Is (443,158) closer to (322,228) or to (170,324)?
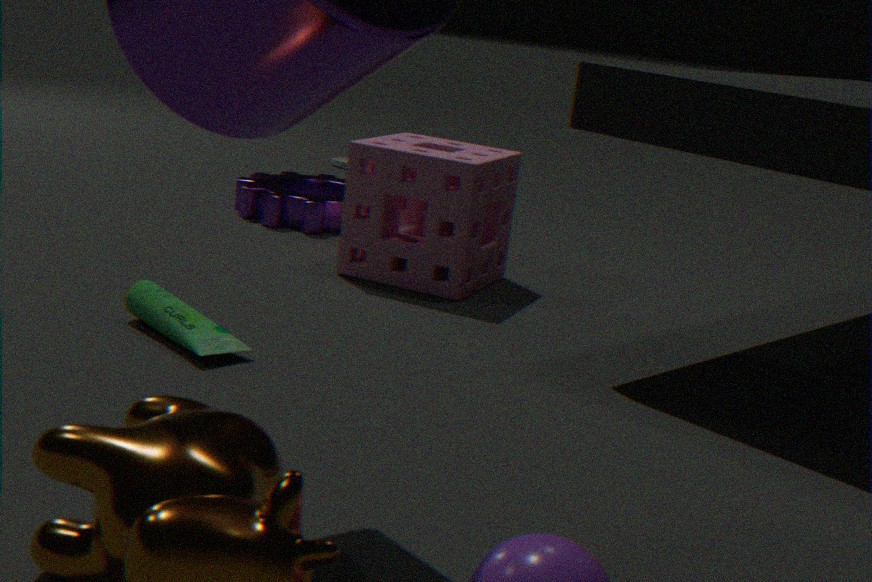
(322,228)
